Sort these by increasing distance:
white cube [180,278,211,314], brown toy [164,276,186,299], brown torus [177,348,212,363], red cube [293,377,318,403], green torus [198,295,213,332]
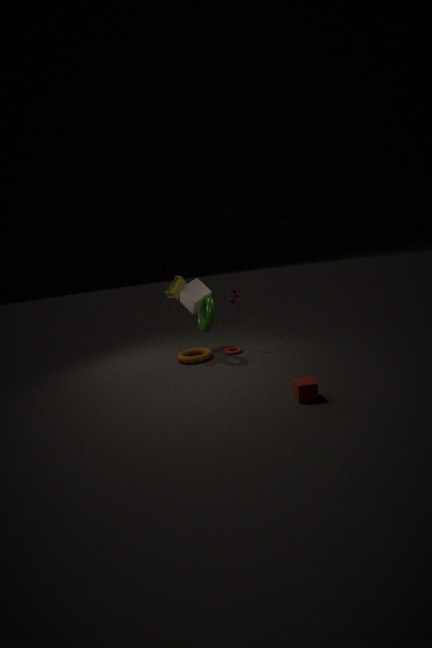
1. red cube [293,377,318,403]
2. green torus [198,295,213,332]
3. brown toy [164,276,186,299]
4. brown torus [177,348,212,363]
5. white cube [180,278,211,314]
